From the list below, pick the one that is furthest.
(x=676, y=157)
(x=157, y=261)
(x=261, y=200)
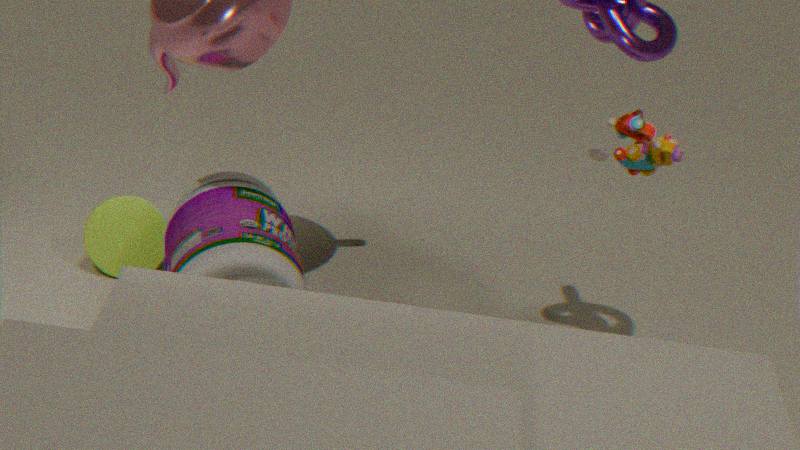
(x=157, y=261)
